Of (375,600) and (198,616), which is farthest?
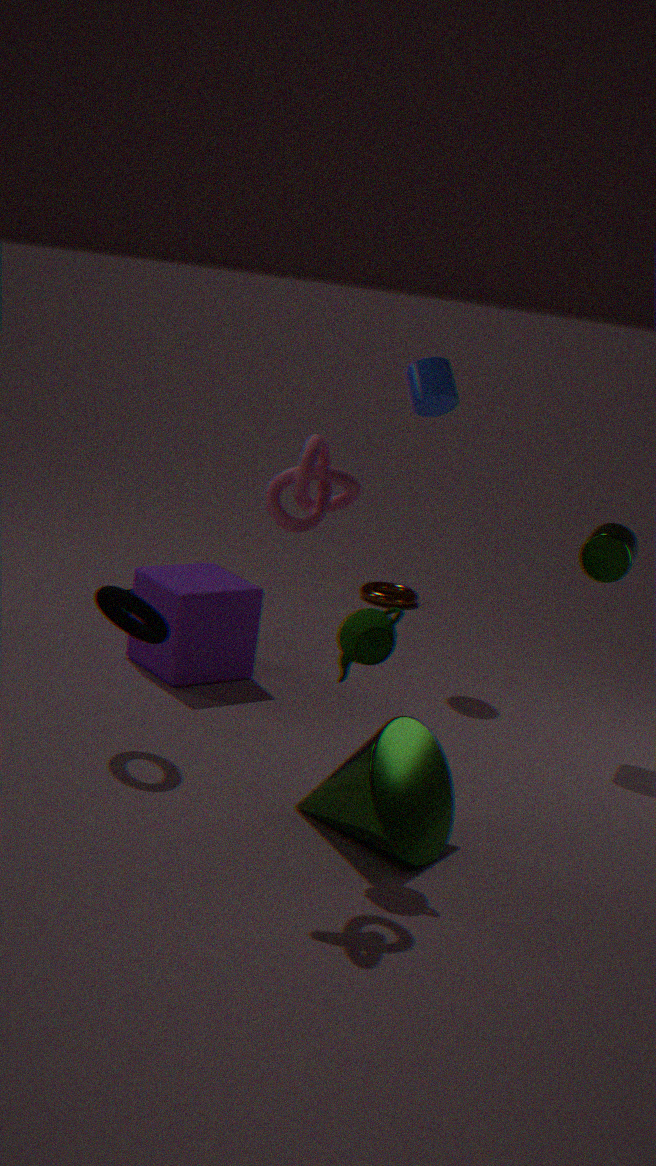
(375,600)
